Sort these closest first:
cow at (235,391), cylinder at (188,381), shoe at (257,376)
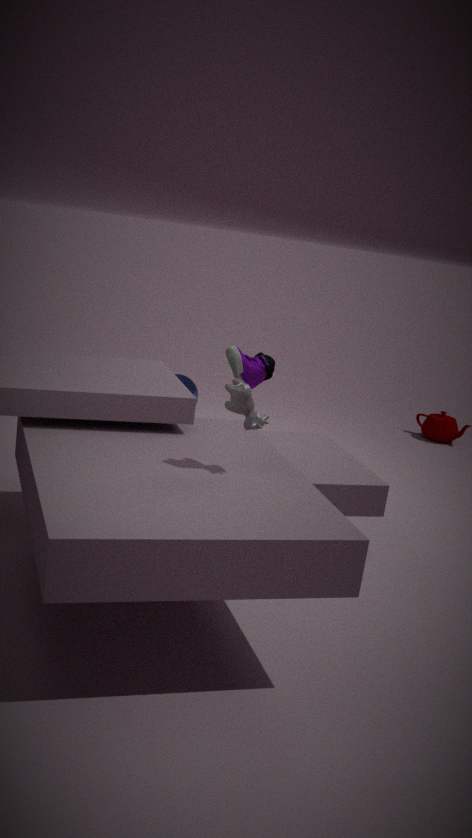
cow at (235,391), shoe at (257,376), cylinder at (188,381)
